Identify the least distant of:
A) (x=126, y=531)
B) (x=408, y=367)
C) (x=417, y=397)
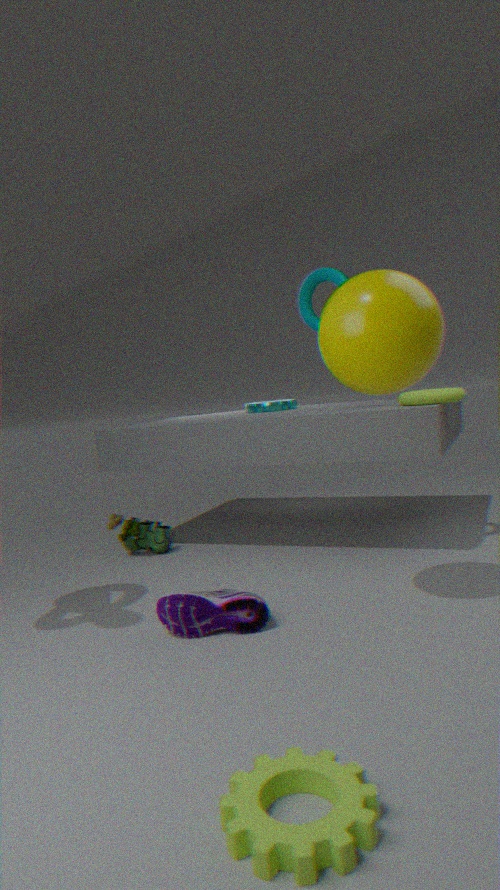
(x=408, y=367)
